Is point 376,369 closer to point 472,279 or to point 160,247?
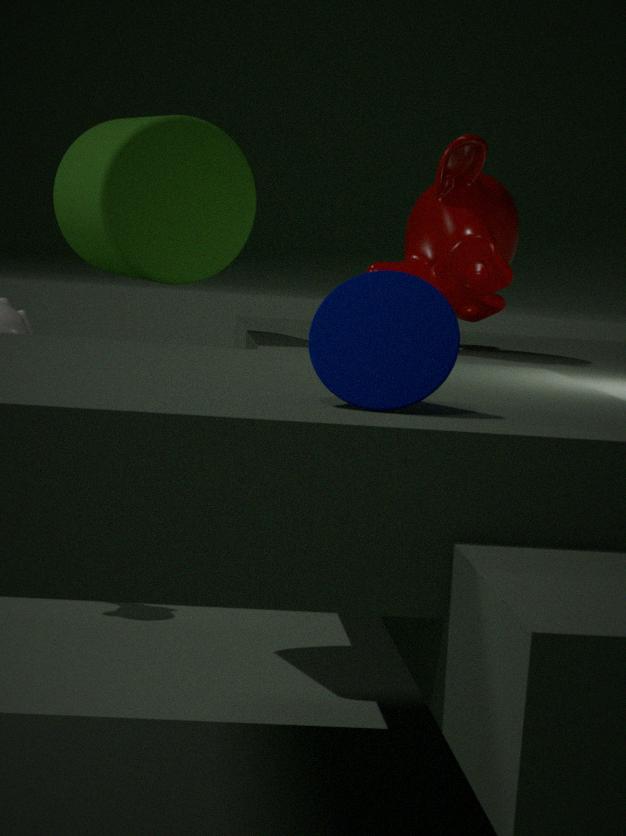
point 472,279
